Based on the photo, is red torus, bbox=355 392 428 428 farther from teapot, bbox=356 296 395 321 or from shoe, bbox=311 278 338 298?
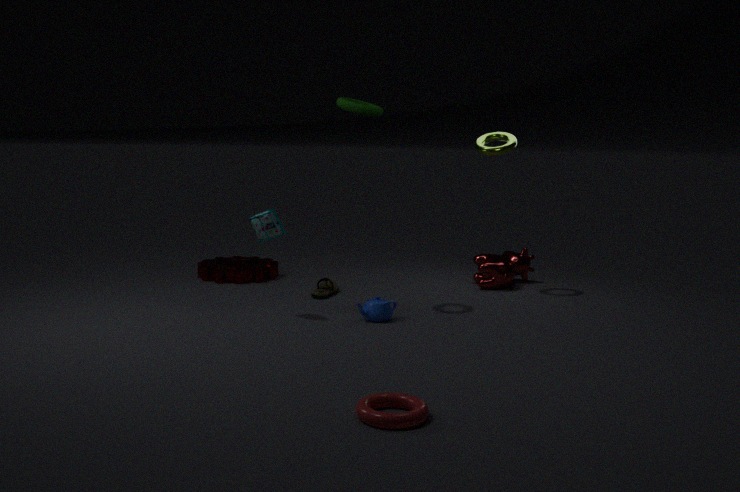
shoe, bbox=311 278 338 298
